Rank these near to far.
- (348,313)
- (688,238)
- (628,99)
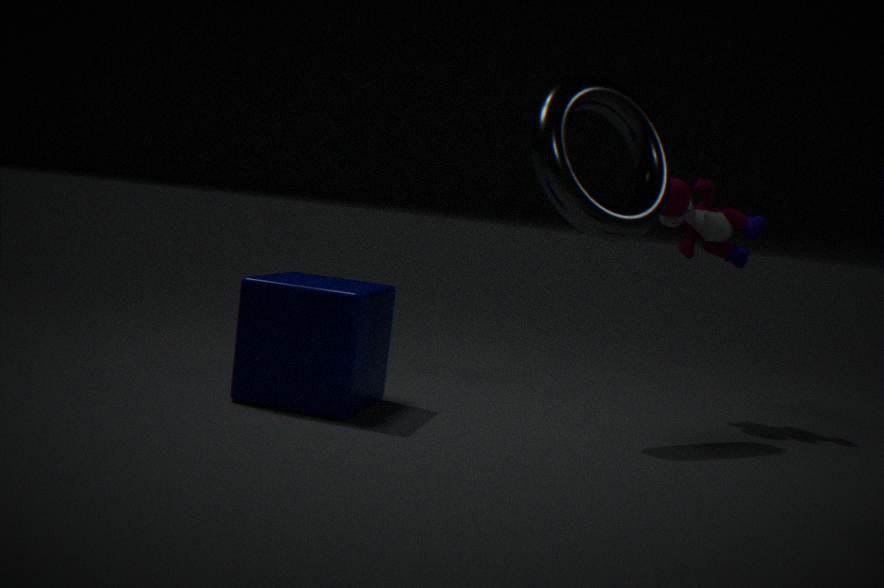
(348,313) < (628,99) < (688,238)
